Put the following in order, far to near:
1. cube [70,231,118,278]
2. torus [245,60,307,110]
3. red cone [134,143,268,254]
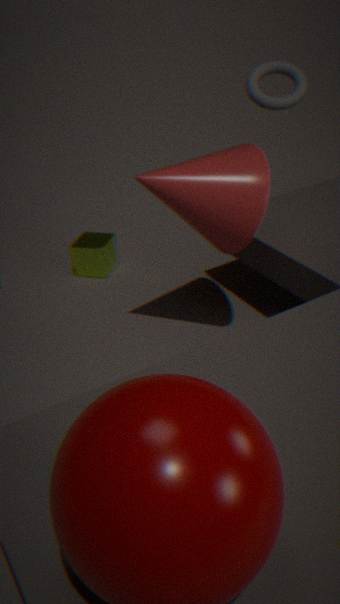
cube [70,231,118,278] → torus [245,60,307,110] → red cone [134,143,268,254]
